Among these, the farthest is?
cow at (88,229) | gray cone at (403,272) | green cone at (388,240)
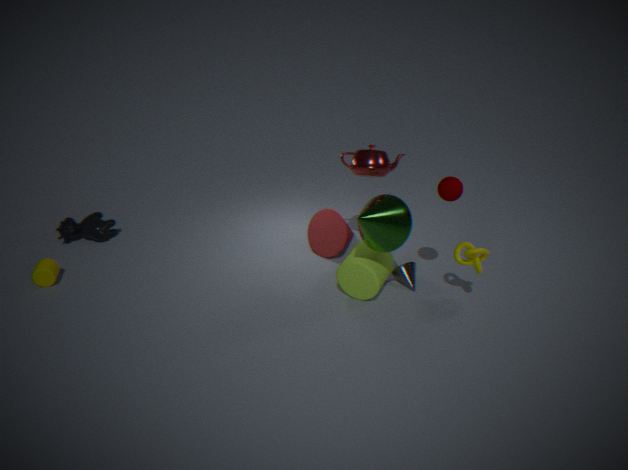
cow at (88,229)
